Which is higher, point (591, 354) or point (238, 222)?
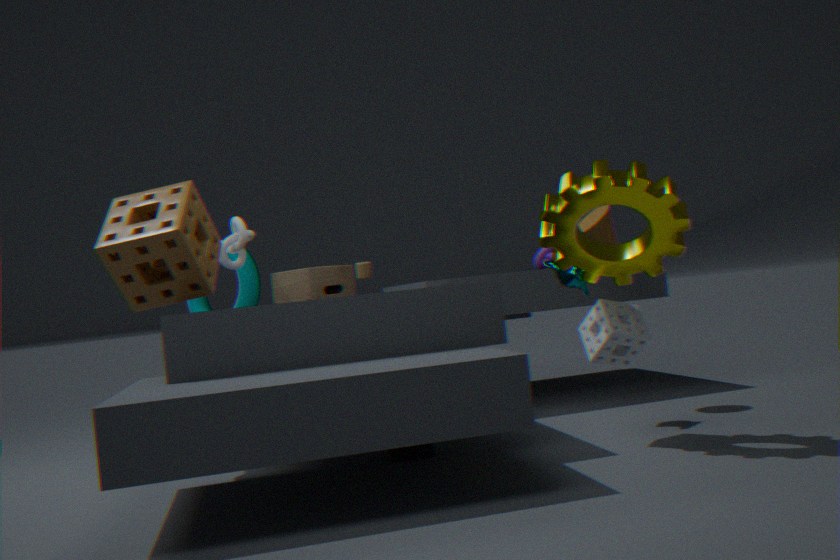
point (238, 222)
